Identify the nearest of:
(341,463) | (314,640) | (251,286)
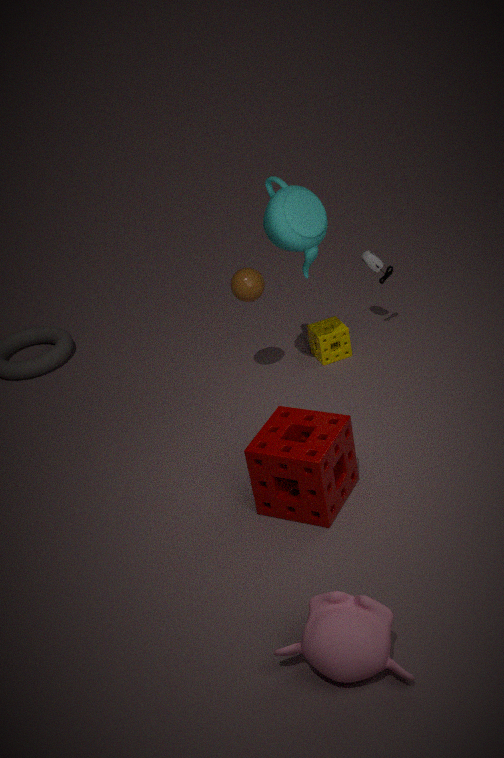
(314,640)
